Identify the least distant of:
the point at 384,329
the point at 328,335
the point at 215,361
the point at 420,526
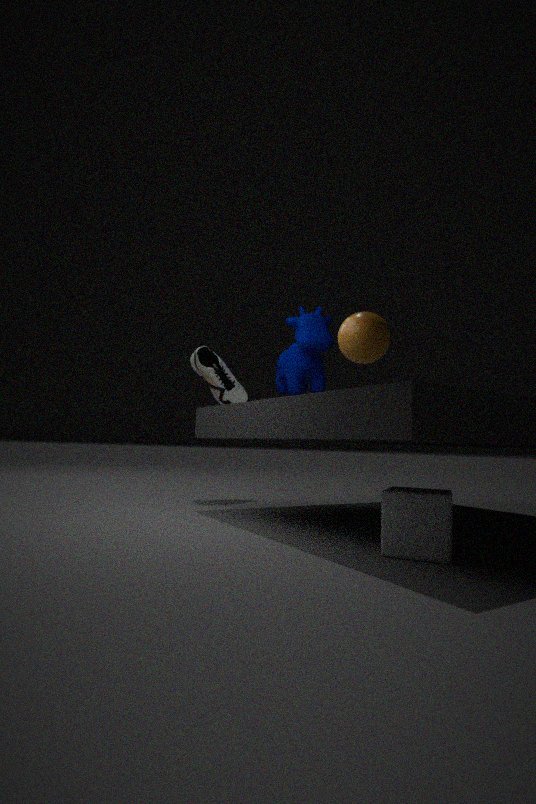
the point at 420,526
